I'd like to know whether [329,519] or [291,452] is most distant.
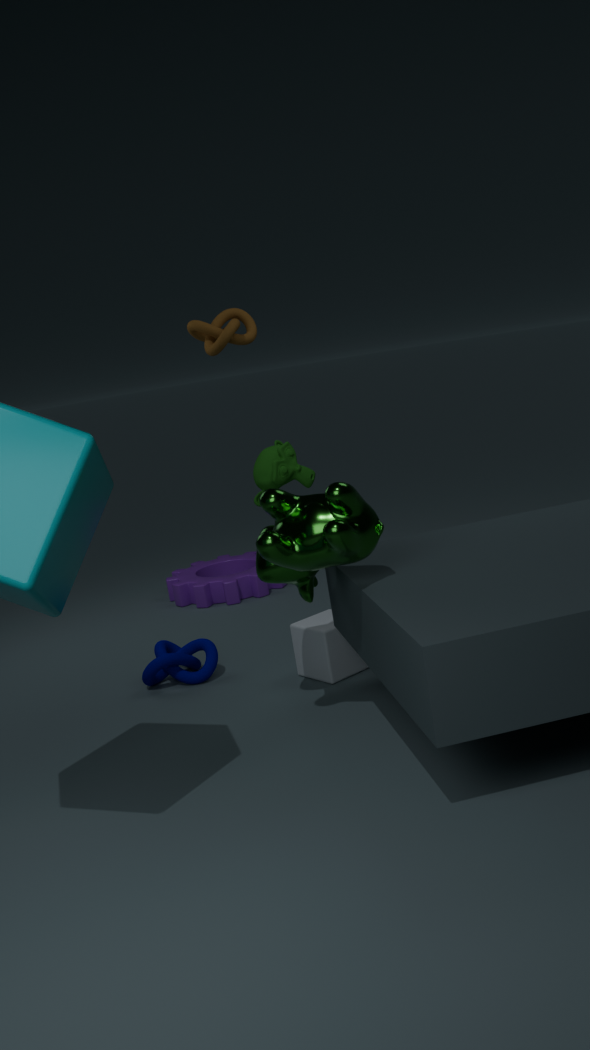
[291,452]
